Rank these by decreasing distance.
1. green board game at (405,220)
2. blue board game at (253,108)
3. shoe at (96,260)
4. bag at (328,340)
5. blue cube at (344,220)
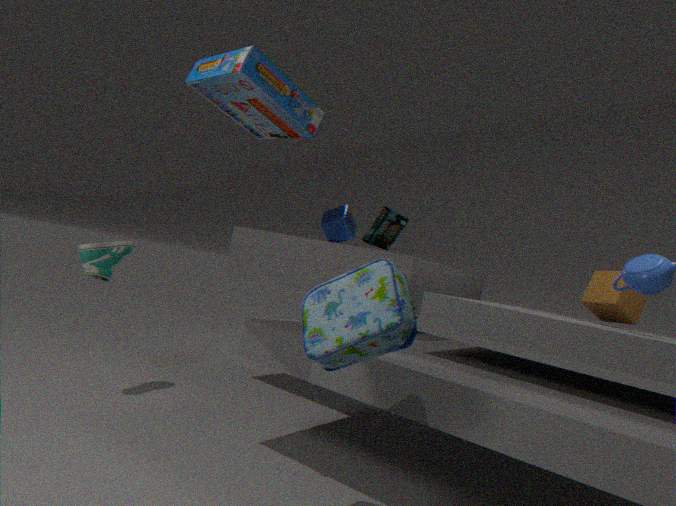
blue cube at (344,220) < green board game at (405,220) < shoe at (96,260) < blue board game at (253,108) < bag at (328,340)
